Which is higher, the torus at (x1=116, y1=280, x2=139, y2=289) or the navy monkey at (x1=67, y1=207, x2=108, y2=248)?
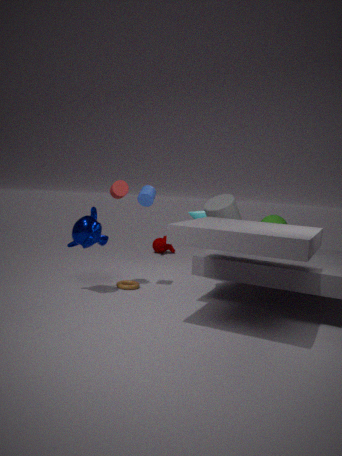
the navy monkey at (x1=67, y1=207, x2=108, y2=248)
